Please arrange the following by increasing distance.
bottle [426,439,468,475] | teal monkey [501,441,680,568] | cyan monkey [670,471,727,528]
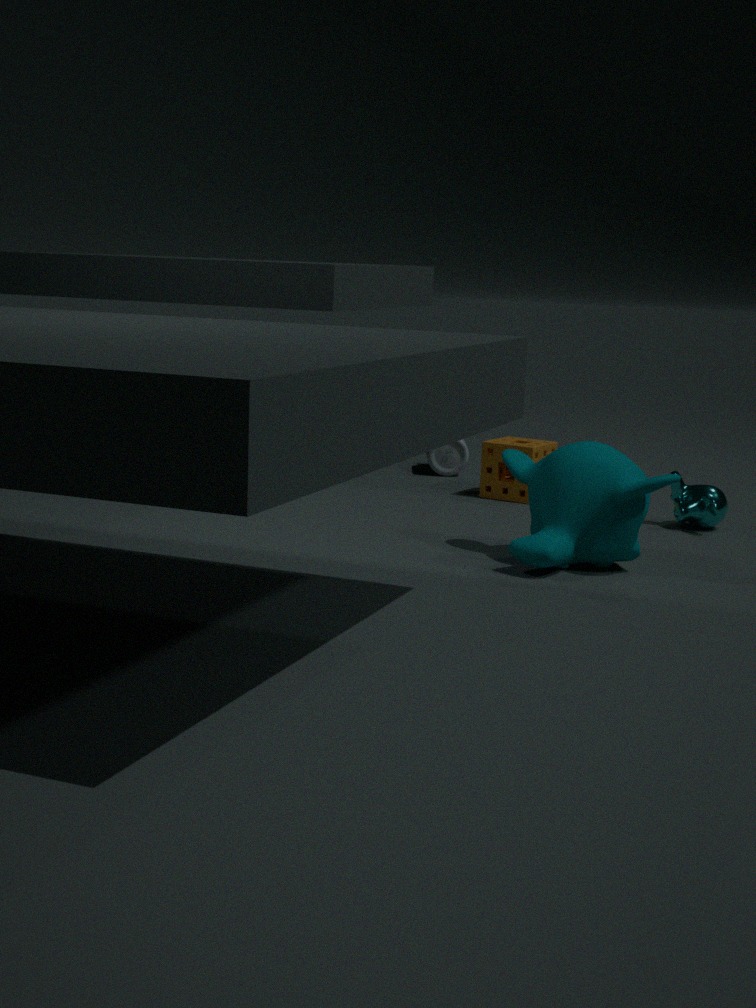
teal monkey [501,441,680,568] → cyan monkey [670,471,727,528] → bottle [426,439,468,475]
